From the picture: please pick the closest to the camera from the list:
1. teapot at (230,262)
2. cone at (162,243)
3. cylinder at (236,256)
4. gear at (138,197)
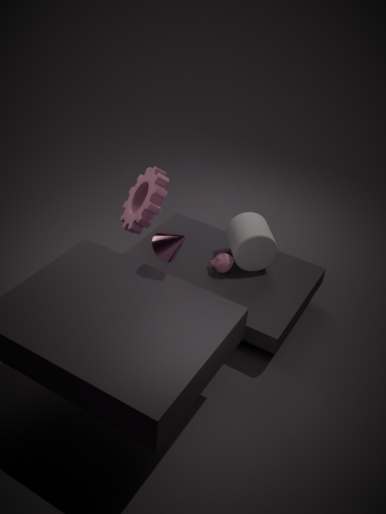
cone at (162,243)
